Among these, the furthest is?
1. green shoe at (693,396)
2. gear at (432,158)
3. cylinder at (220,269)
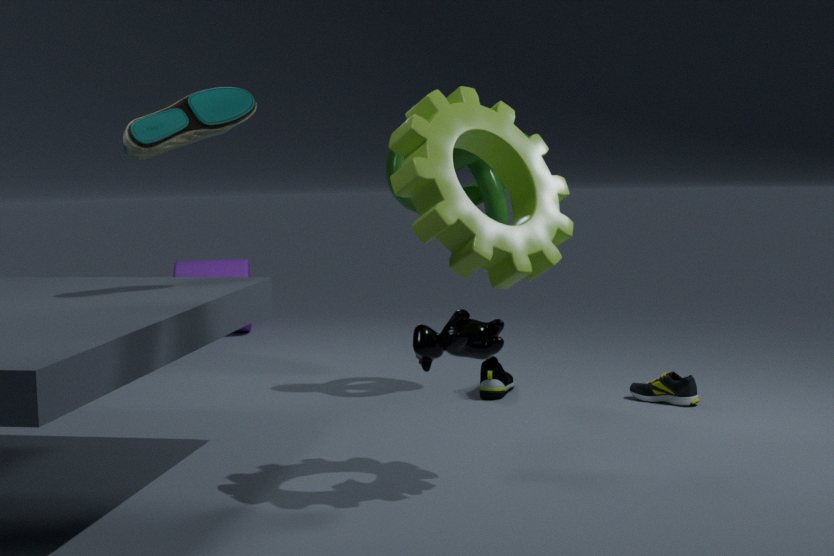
cylinder at (220,269)
